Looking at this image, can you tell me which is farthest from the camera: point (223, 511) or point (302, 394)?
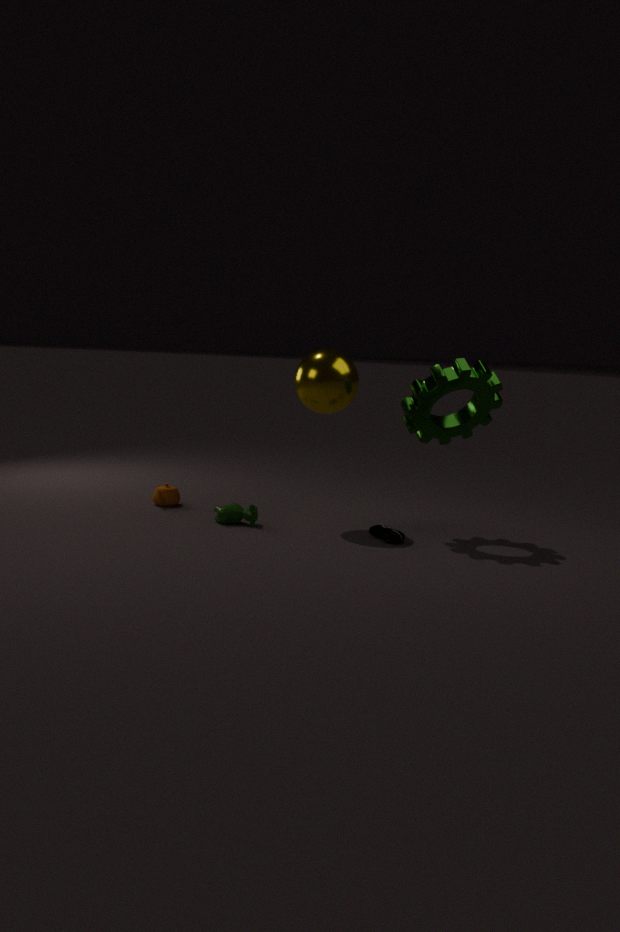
point (223, 511)
